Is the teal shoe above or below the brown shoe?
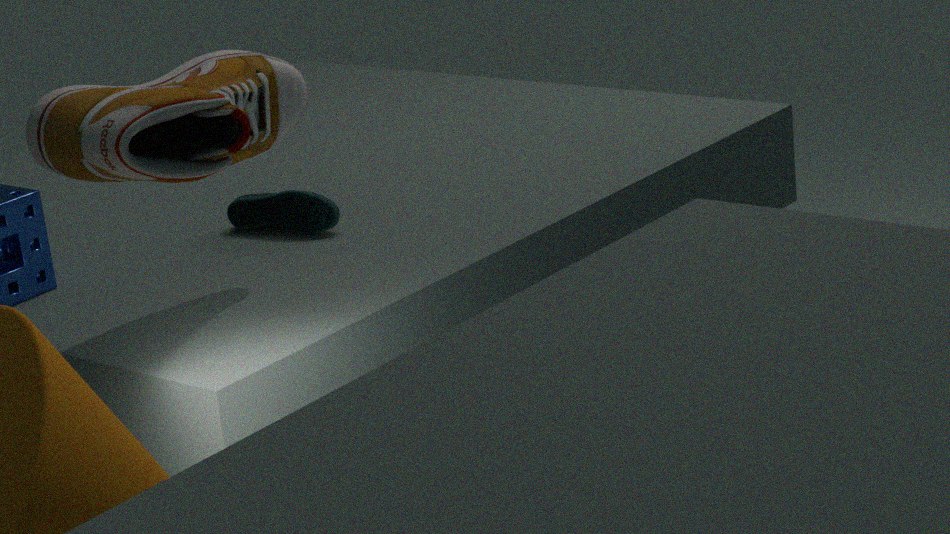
below
